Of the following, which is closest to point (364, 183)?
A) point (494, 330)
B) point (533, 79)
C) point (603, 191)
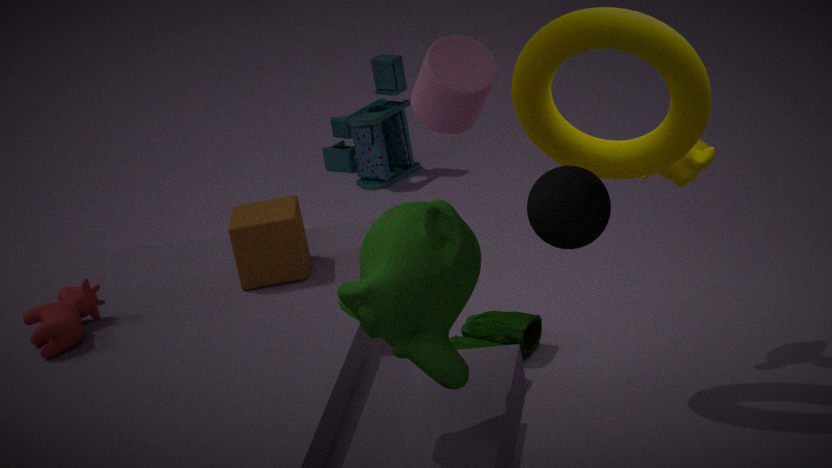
point (494, 330)
